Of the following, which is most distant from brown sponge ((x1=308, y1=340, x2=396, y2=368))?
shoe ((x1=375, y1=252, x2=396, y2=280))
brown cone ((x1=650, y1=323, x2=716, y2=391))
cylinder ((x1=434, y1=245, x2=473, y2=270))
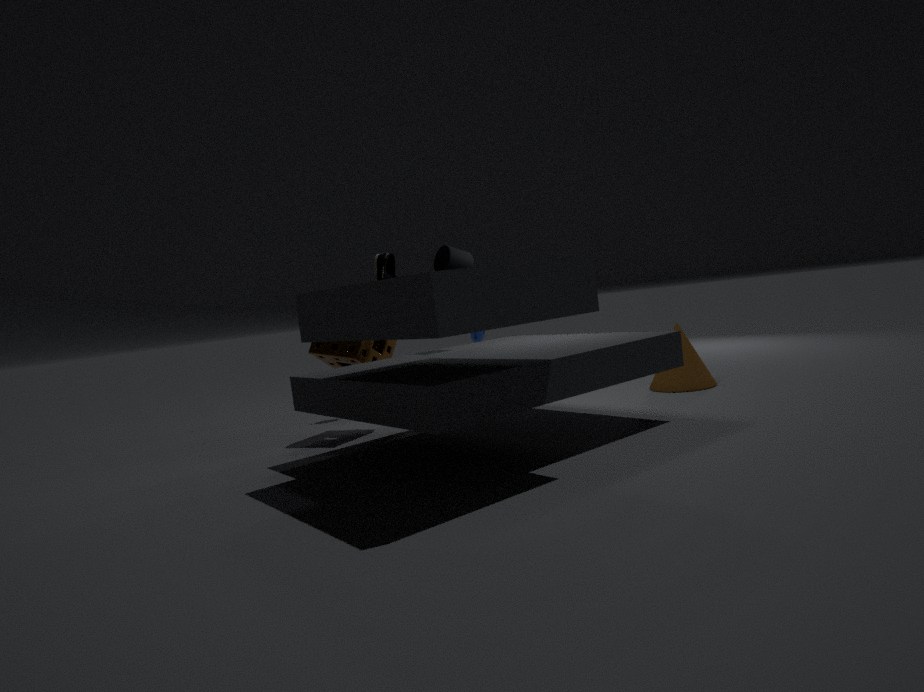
brown cone ((x1=650, y1=323, x2=716, y2=391))
